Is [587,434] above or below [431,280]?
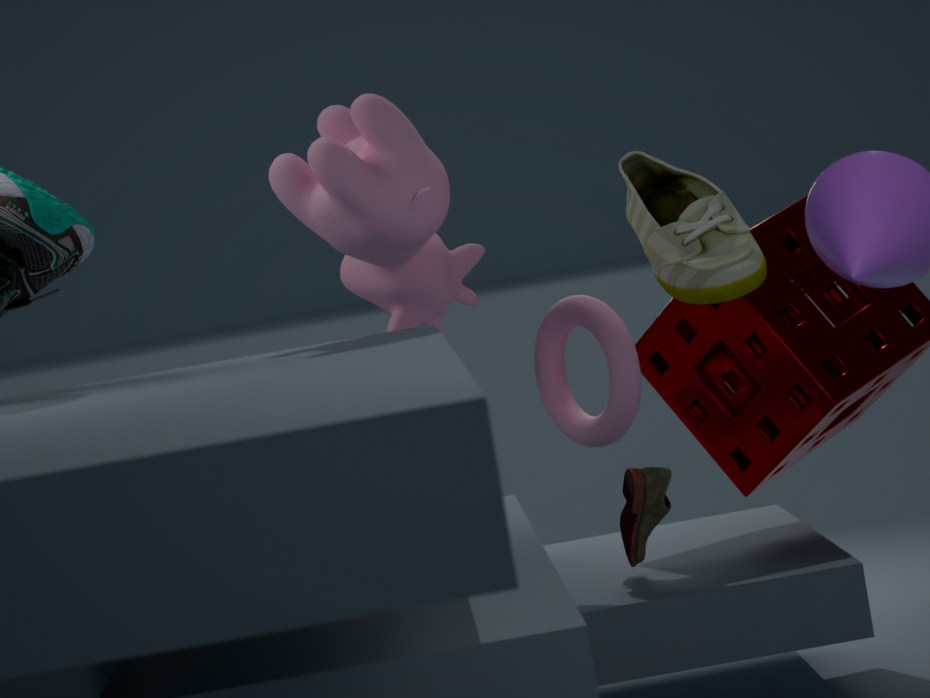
below
